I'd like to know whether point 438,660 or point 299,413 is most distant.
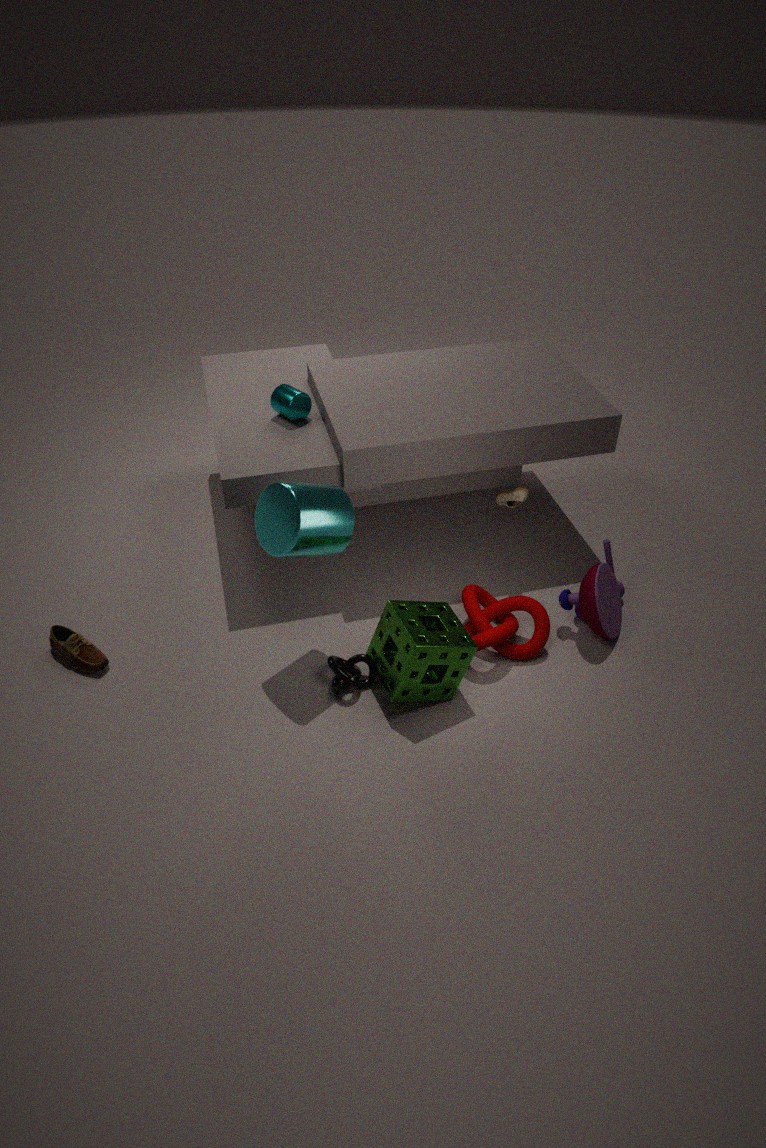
point 299,413
